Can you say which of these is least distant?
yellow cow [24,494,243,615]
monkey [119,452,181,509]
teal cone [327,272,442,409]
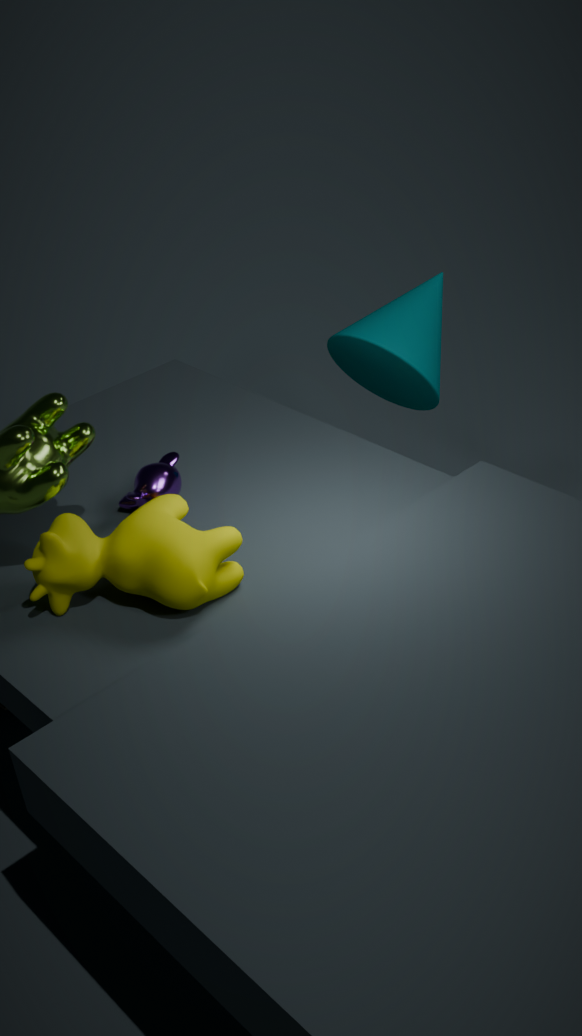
yellow cow [24,494,243,615]
